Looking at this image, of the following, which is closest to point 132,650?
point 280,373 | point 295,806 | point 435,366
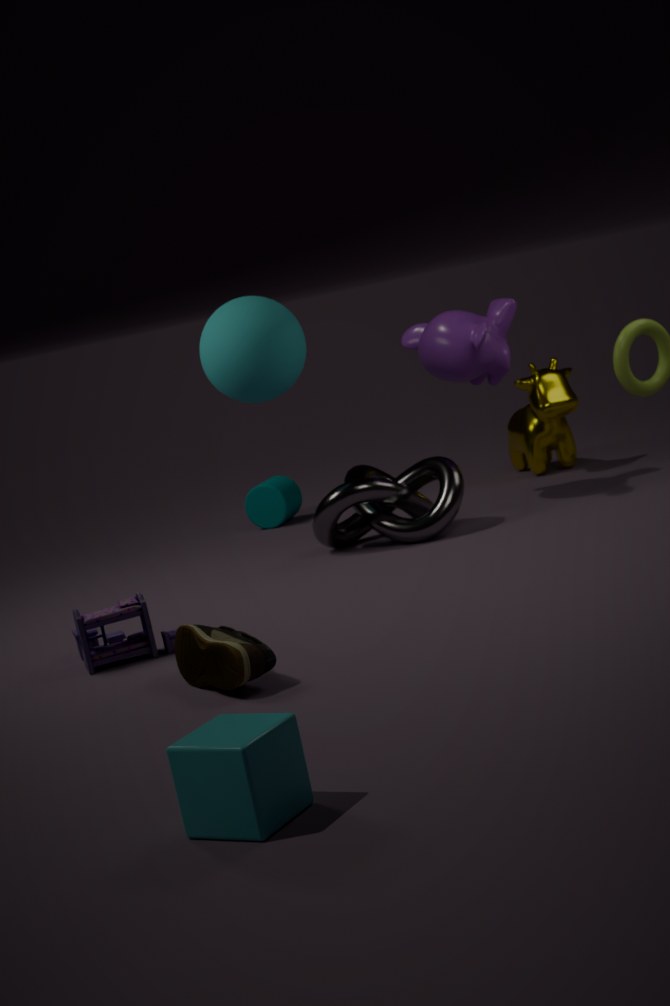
point 280,373
